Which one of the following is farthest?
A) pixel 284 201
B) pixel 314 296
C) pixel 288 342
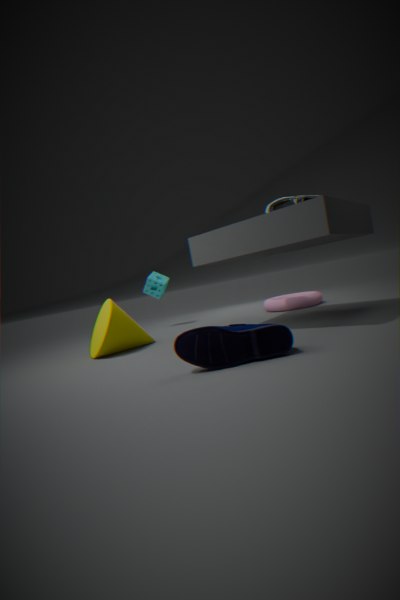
pixel 314 296
